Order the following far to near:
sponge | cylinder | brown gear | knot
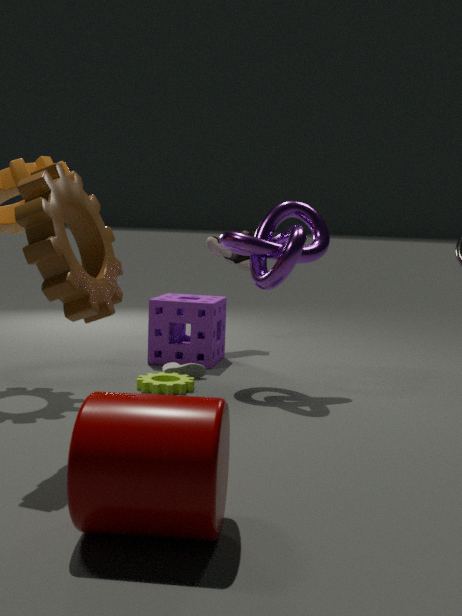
sponge, knot, brown gear, cylinder
